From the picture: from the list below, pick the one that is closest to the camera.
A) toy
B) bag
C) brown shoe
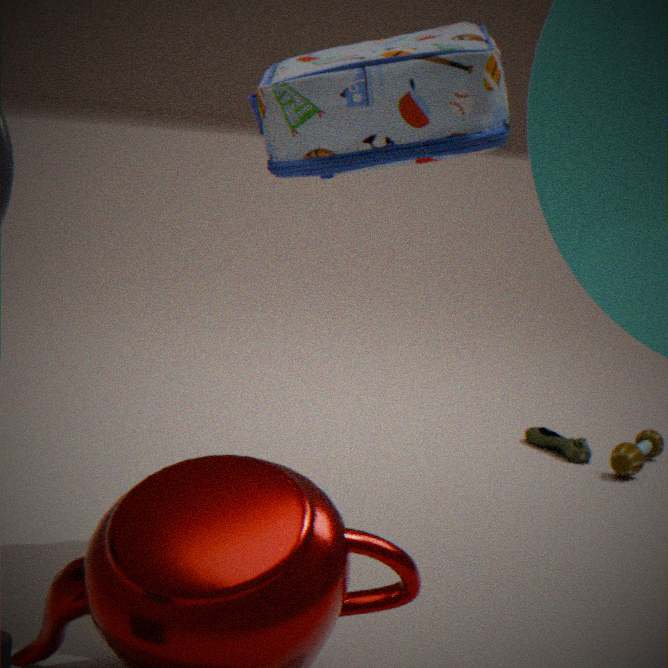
bag
